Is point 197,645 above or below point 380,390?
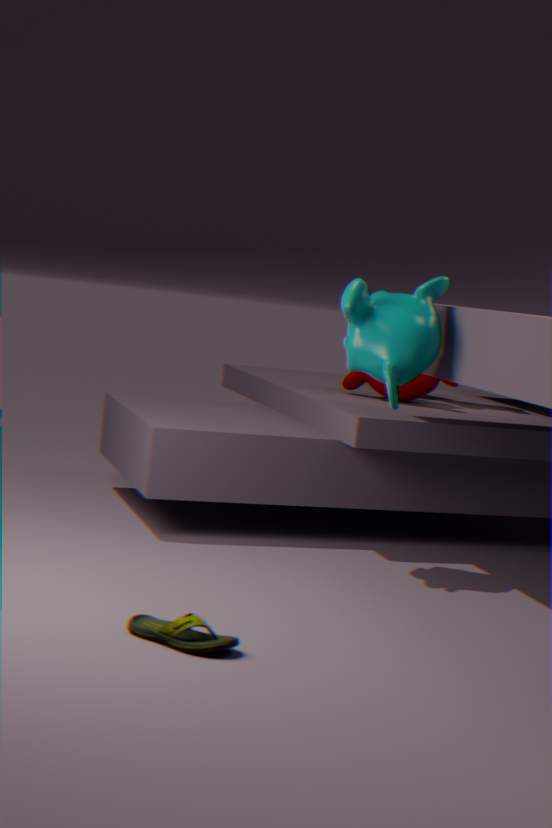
below
